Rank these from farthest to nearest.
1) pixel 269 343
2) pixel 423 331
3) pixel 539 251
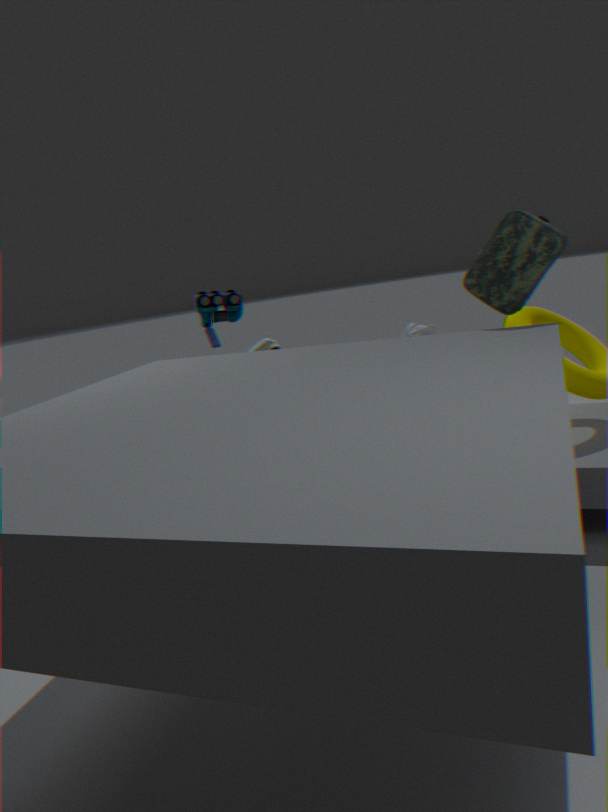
1. pixel 269 343 → 2. pixel 423 331 → 3. pixel 539 251
